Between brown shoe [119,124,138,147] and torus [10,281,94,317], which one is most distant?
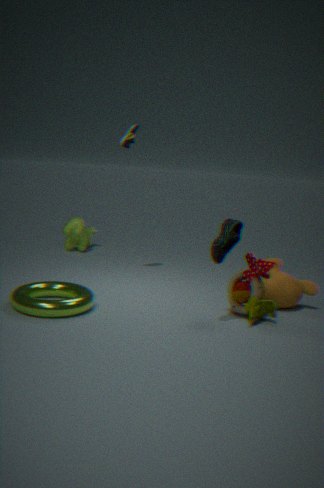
brown shoe [119,124,138,147]
